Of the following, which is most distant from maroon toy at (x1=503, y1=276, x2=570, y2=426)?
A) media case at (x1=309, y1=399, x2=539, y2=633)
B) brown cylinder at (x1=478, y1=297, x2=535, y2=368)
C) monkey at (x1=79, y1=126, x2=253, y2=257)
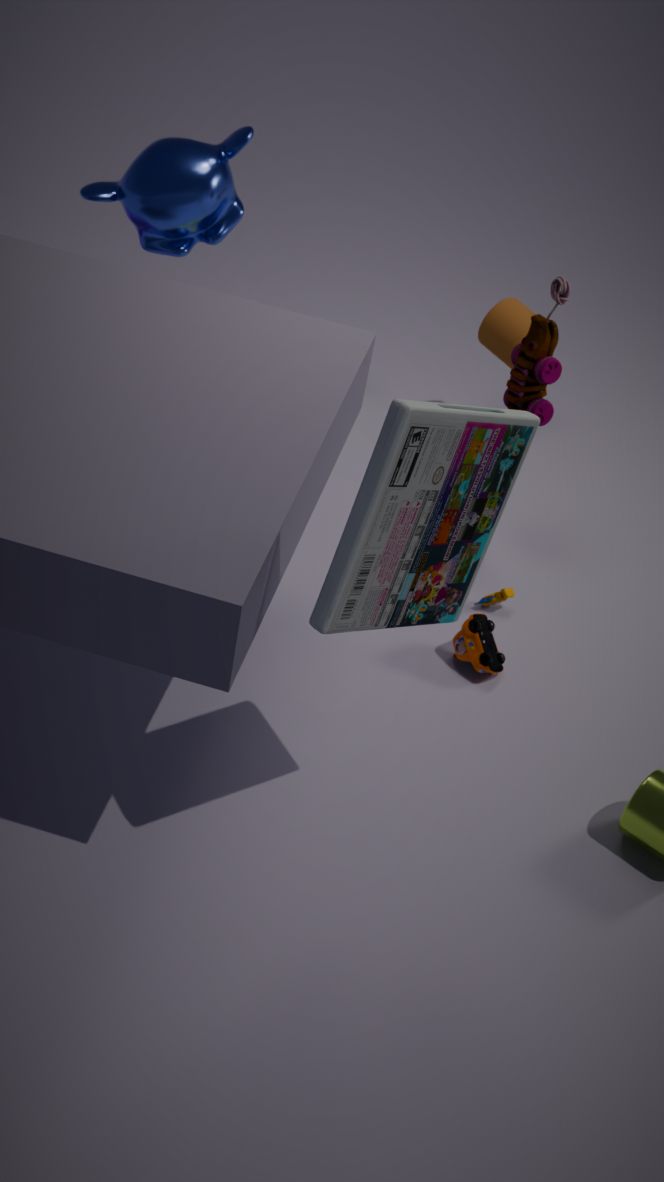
media case at (x1=309, y1=399, x2=539, y2=633)
